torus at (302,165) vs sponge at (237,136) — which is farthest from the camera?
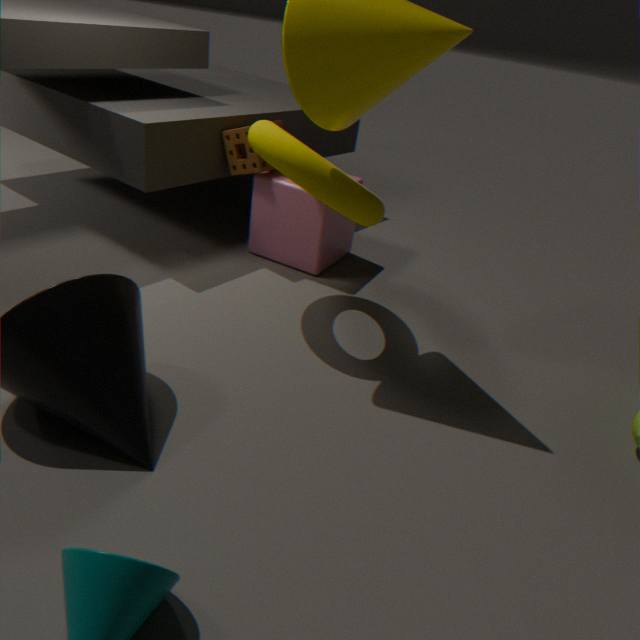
sponge at (237,136)
